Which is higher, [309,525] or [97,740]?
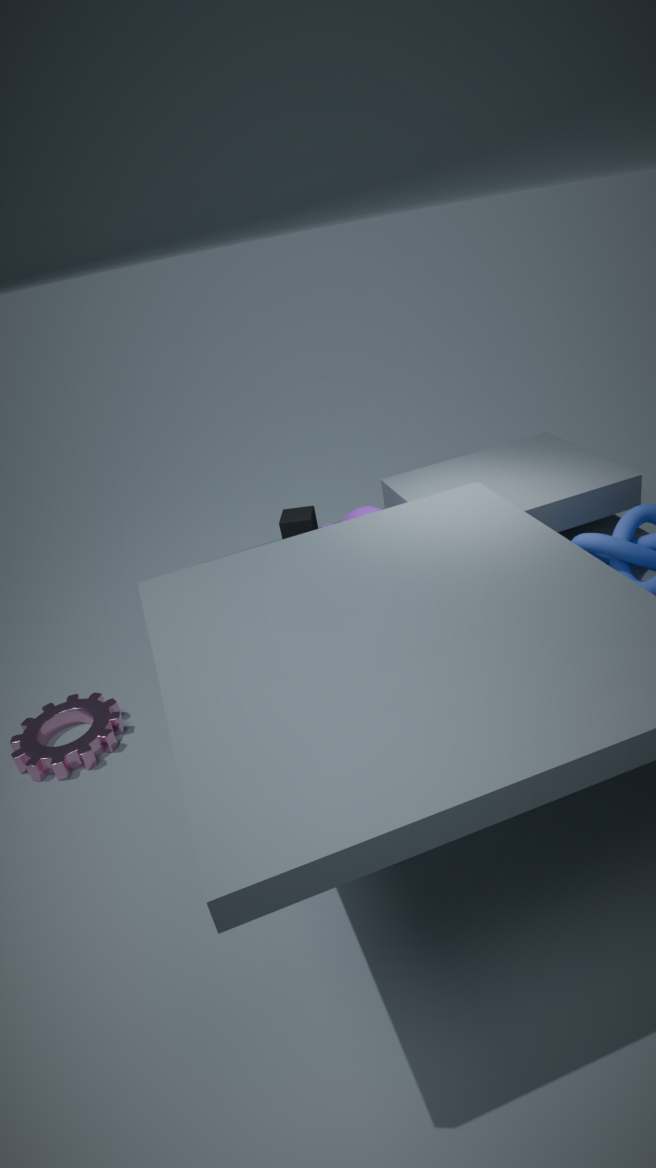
[309,525]
